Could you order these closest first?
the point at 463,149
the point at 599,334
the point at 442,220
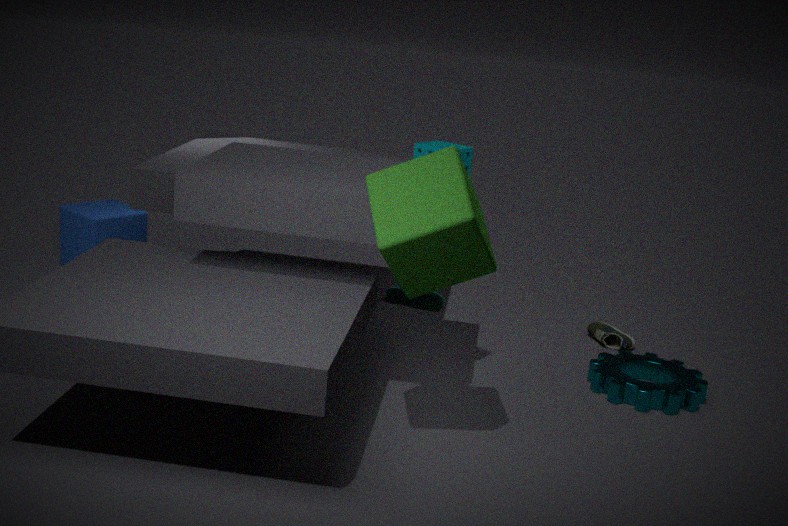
the point at 442,220 < the point at 463,149 < the point at 599,334
